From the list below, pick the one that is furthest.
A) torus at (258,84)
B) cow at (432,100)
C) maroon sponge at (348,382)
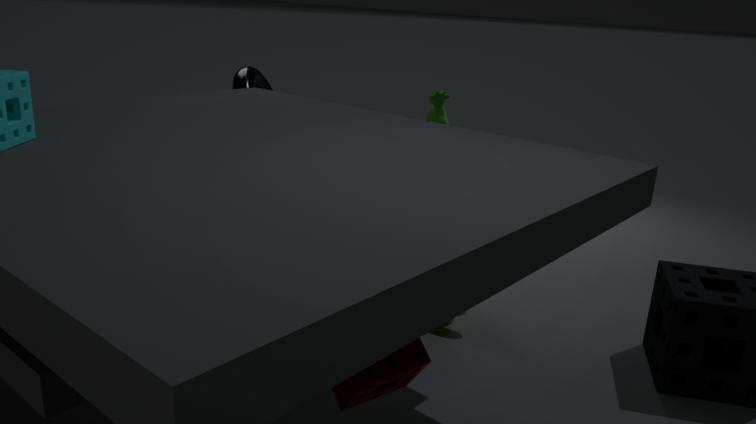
cow at (432,100)
